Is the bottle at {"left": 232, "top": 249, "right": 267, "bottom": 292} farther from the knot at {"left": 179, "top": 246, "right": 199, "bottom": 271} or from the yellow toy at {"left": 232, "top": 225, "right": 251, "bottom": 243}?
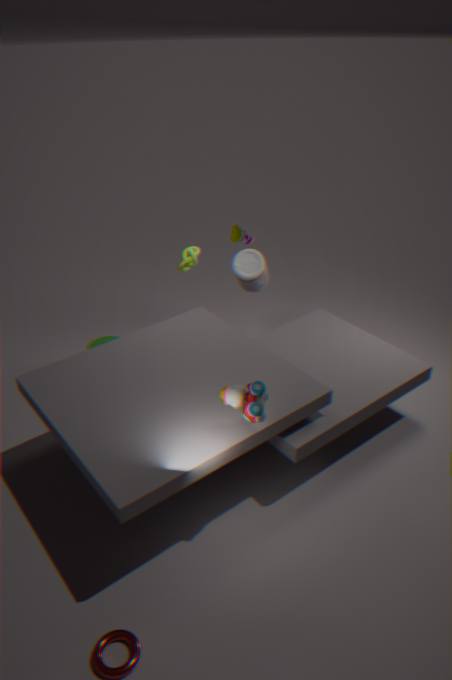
the knot at {"left": 179, "top": 246, "right": 199, "bottom": 271}
